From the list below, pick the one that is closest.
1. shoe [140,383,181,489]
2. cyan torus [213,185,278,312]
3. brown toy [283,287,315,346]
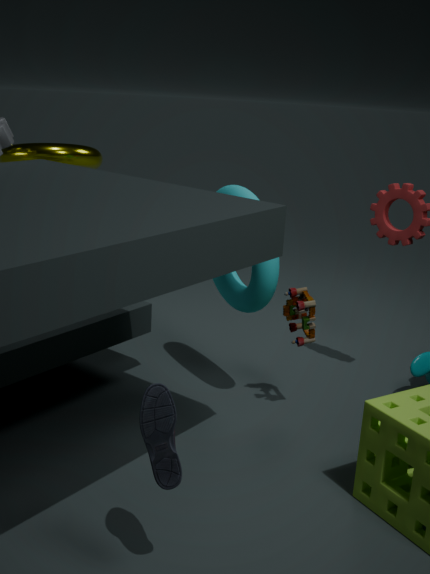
shoe [140,383,181,489]
